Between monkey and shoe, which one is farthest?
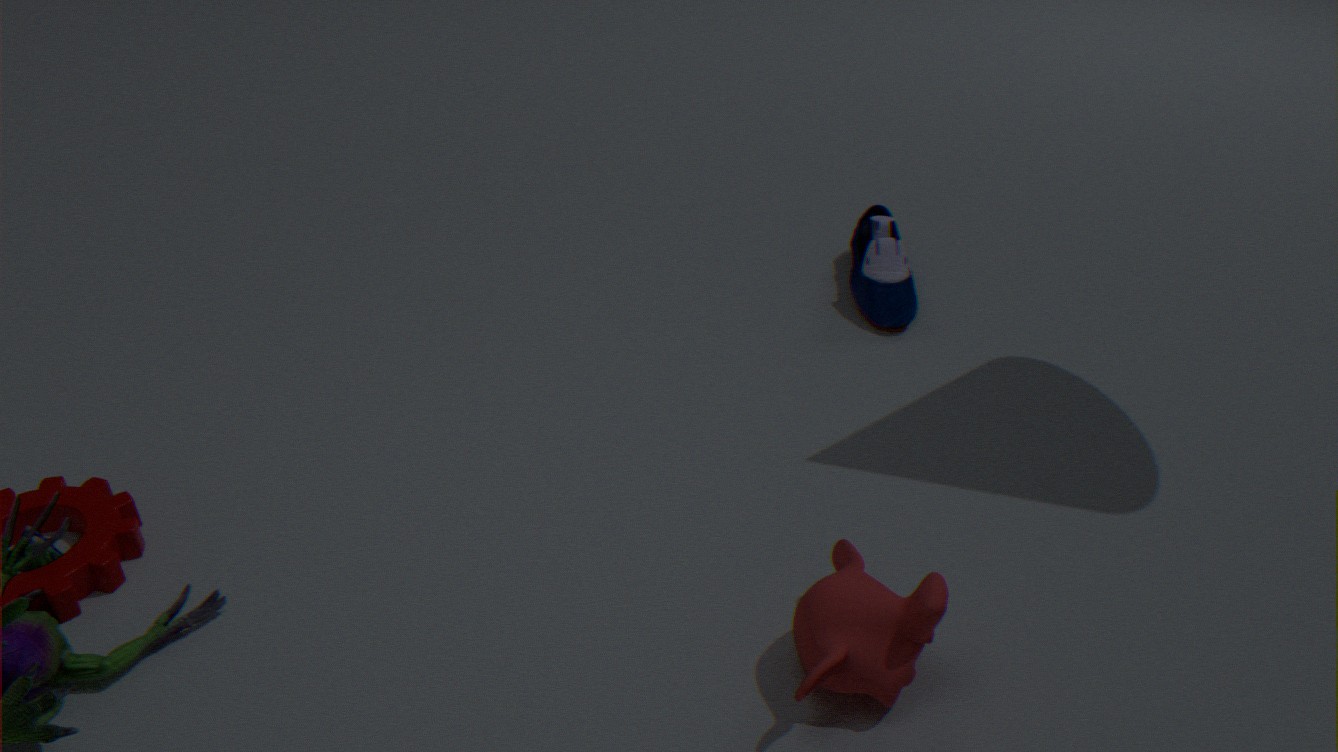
shoe
